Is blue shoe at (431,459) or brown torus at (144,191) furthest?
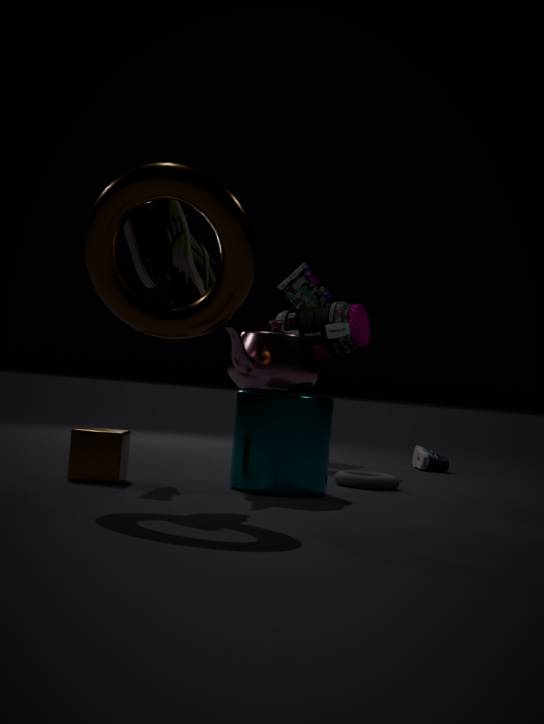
blue shoe at (431,459)
